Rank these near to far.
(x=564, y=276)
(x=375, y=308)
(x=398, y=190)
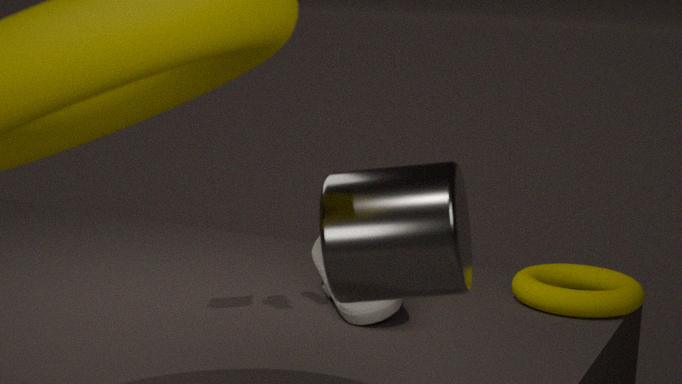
(x=398, y=190), (x=375, y=308), (x=564, y=276)
